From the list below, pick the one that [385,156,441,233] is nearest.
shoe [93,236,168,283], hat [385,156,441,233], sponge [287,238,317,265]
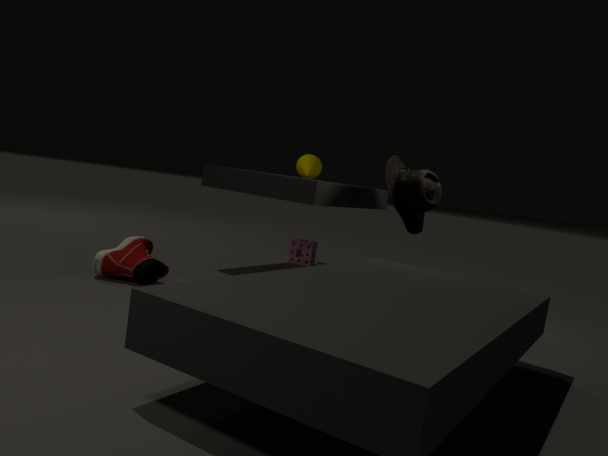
shoe [93,236,168,283]
